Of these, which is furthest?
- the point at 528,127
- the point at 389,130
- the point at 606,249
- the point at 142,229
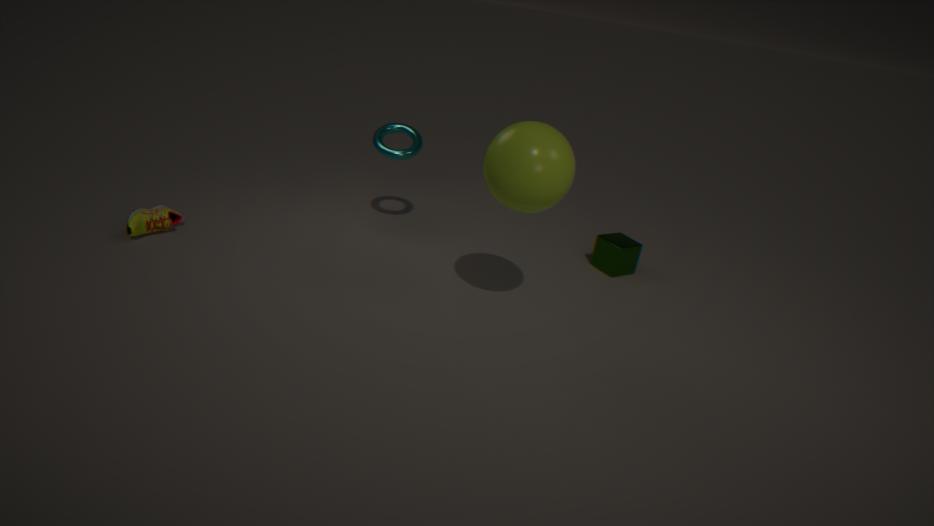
the point at 389,130
